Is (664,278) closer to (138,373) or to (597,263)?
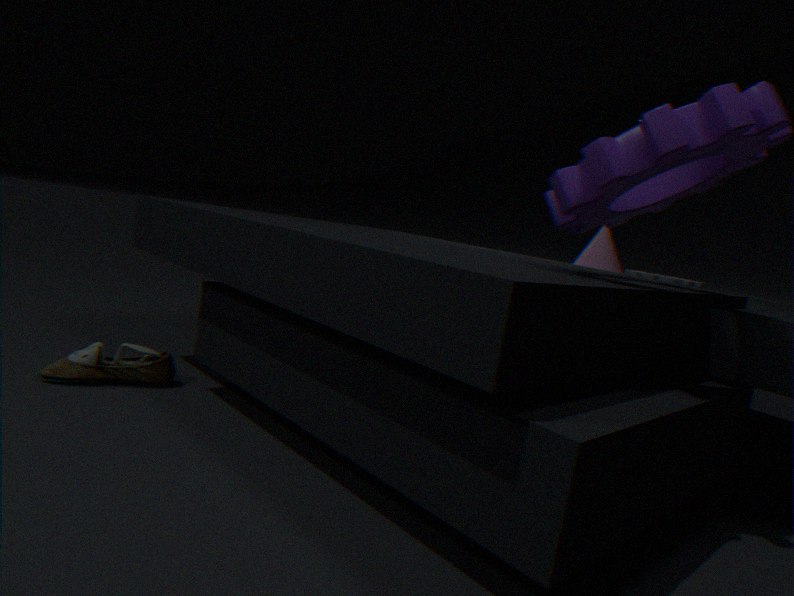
(597,263)
